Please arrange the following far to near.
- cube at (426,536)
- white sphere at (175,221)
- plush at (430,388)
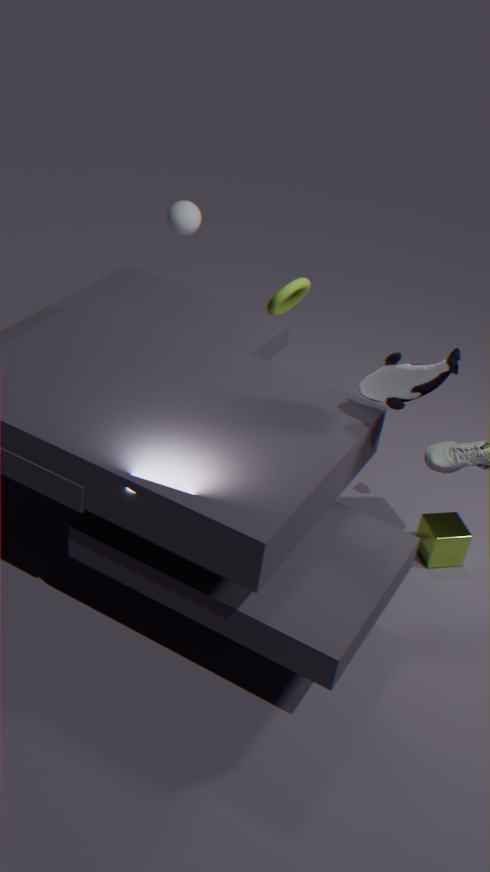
white sphere at (175,221) < cube at (426,536) < plush at (430,388)
